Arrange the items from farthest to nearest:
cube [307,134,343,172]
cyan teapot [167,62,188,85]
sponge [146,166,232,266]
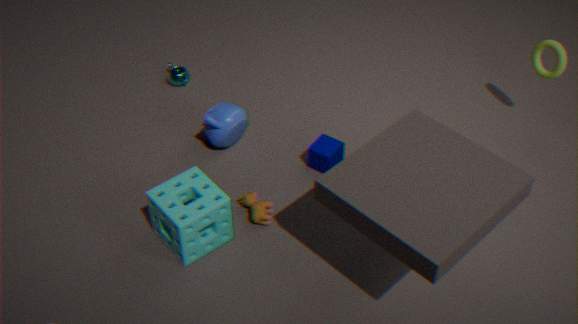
1. cyan teapot [167,62,188,85]
2. cube [307,134,343,172]
3. sponge [146,166,232,266]
